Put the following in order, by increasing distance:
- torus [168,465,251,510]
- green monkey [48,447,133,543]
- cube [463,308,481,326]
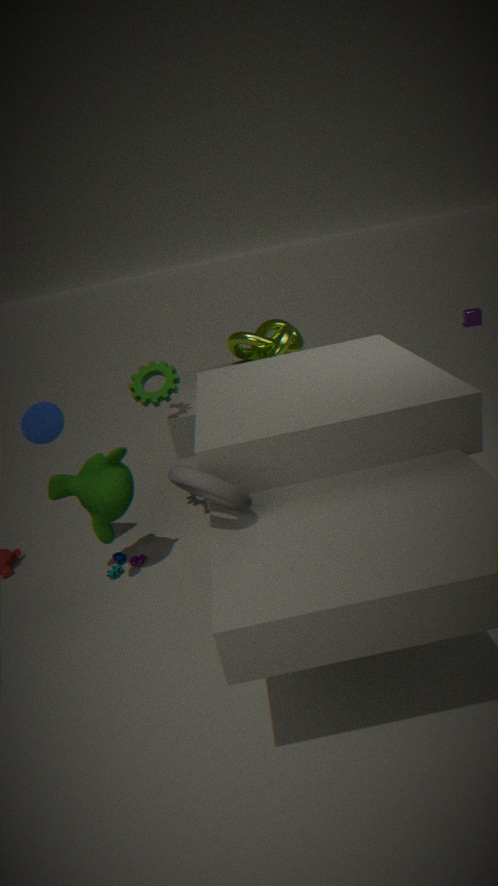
torus [168,465,251,510], green monkey [48,447,133,543], cube [463,308,481,326]
